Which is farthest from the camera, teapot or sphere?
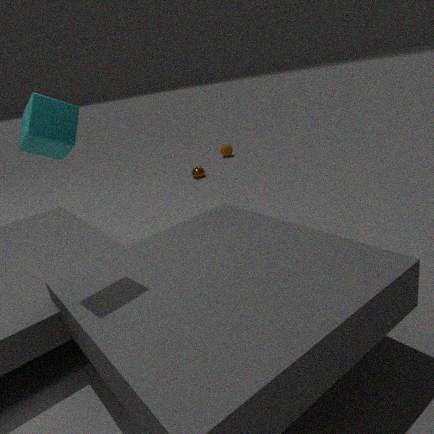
sphere
